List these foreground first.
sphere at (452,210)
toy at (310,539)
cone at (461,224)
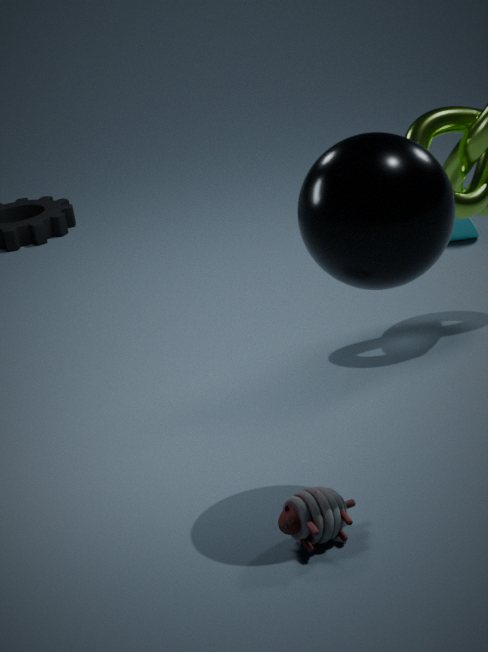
sphere at (452,210), toy at (310,539), cone at (461,224)
